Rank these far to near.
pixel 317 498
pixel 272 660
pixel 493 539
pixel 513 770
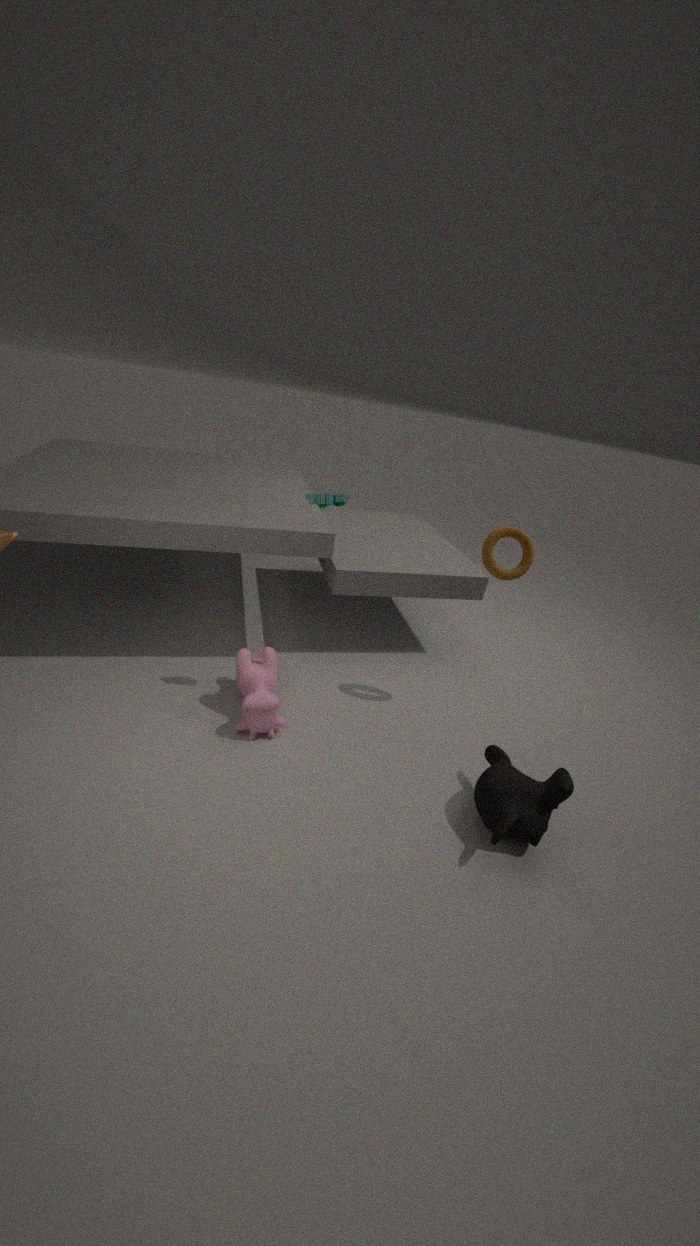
pixel 272 660, pixel 493 539, pixel 317 498, pixel 513 770
